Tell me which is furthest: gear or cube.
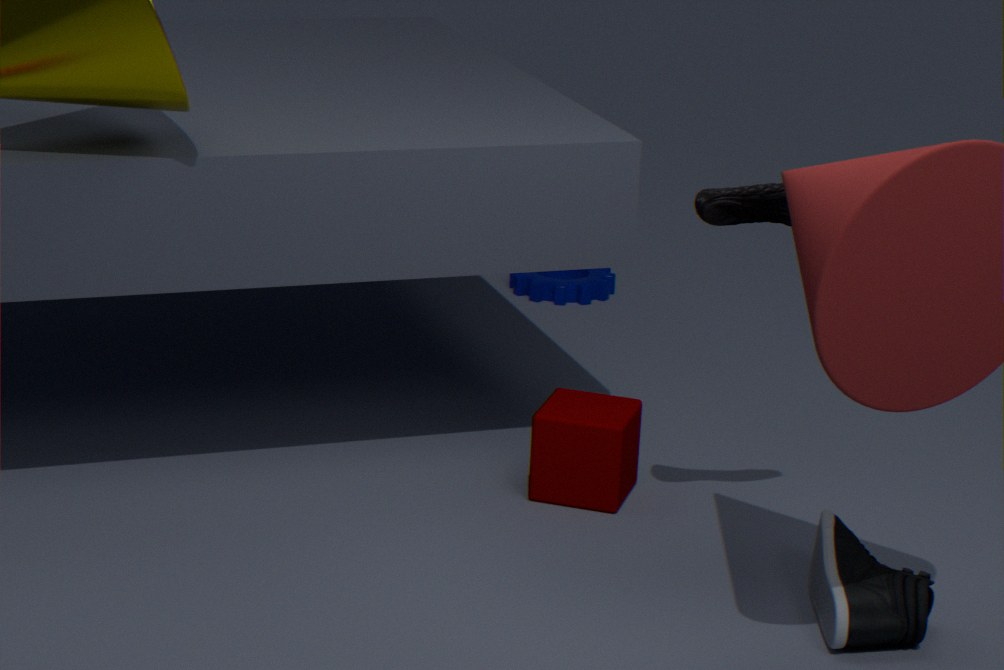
gear
